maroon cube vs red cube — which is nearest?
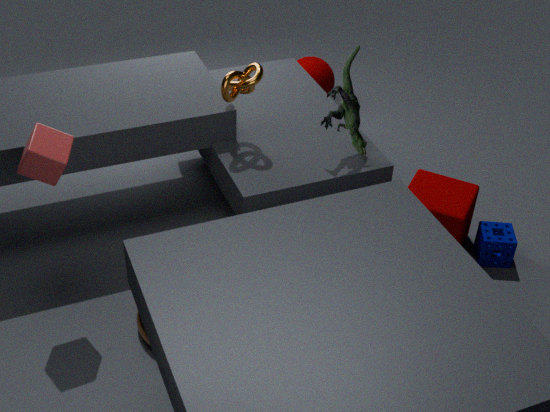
red cube
